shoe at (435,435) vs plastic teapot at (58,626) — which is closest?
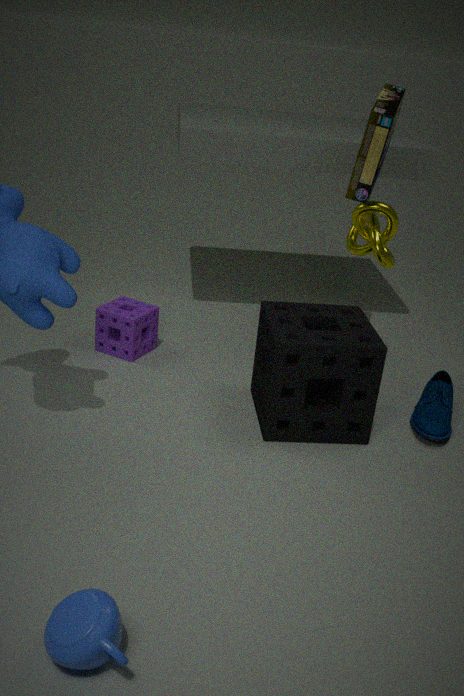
plastic teapot at (58,626)
